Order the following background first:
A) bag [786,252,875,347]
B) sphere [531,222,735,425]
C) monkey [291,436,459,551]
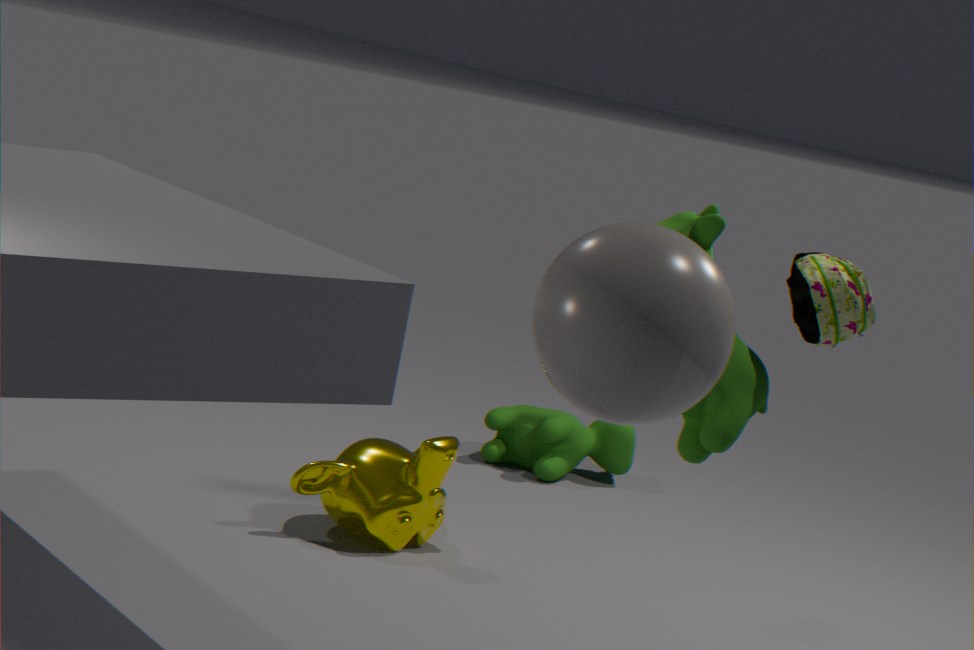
monkey [291,436,459,551]
bag [786,252,875,347]
sphere [531,222,735,425]
